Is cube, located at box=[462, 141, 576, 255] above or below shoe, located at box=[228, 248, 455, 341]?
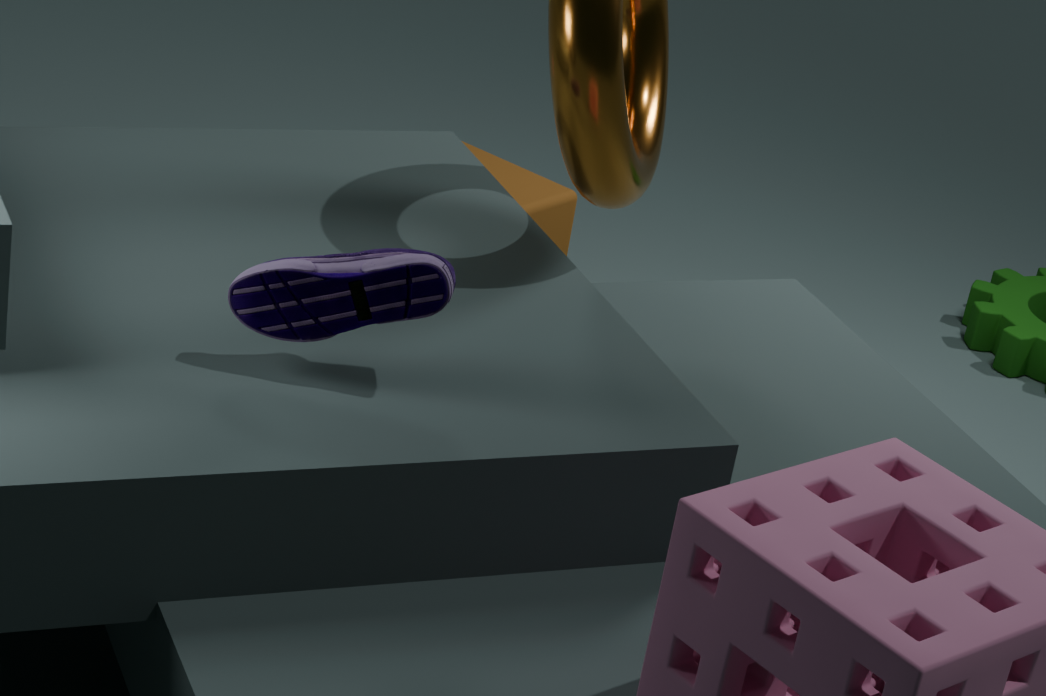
below
